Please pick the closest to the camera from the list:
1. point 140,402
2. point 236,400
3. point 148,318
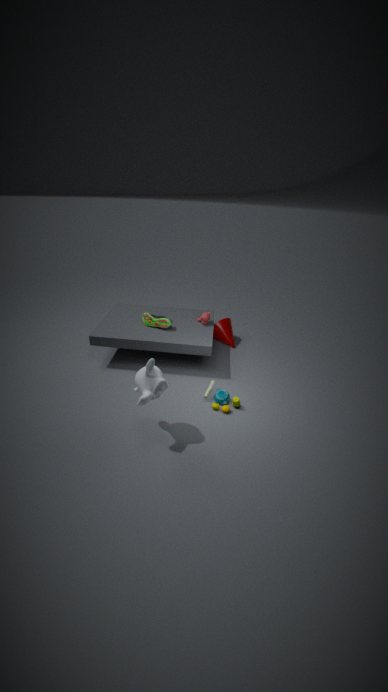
point 140,402
